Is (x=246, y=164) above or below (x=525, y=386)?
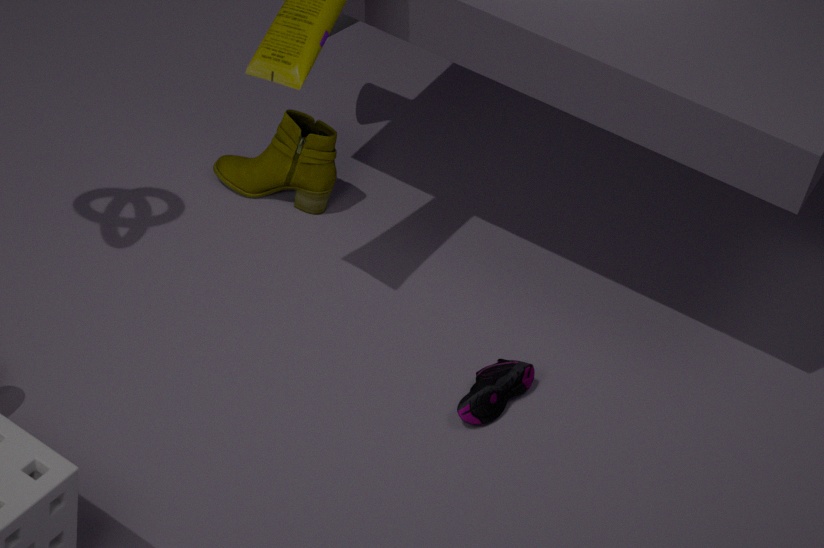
above
